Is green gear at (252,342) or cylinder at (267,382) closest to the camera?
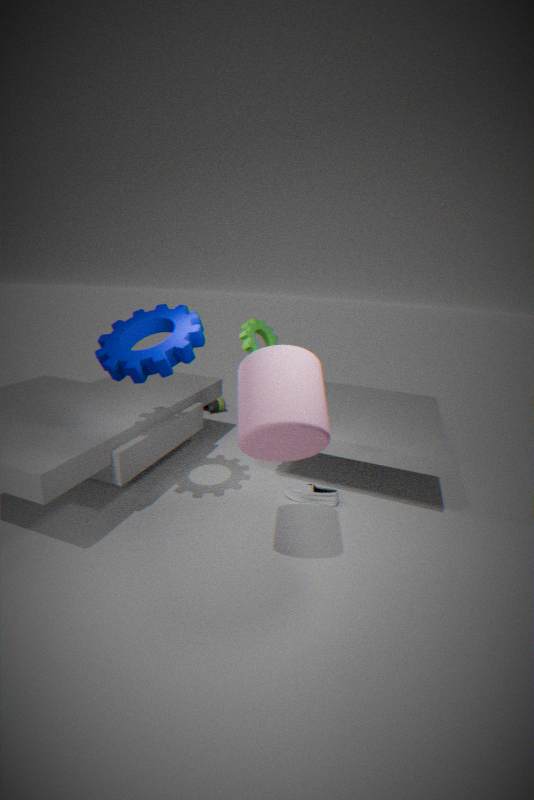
cylinder at (267,382)
